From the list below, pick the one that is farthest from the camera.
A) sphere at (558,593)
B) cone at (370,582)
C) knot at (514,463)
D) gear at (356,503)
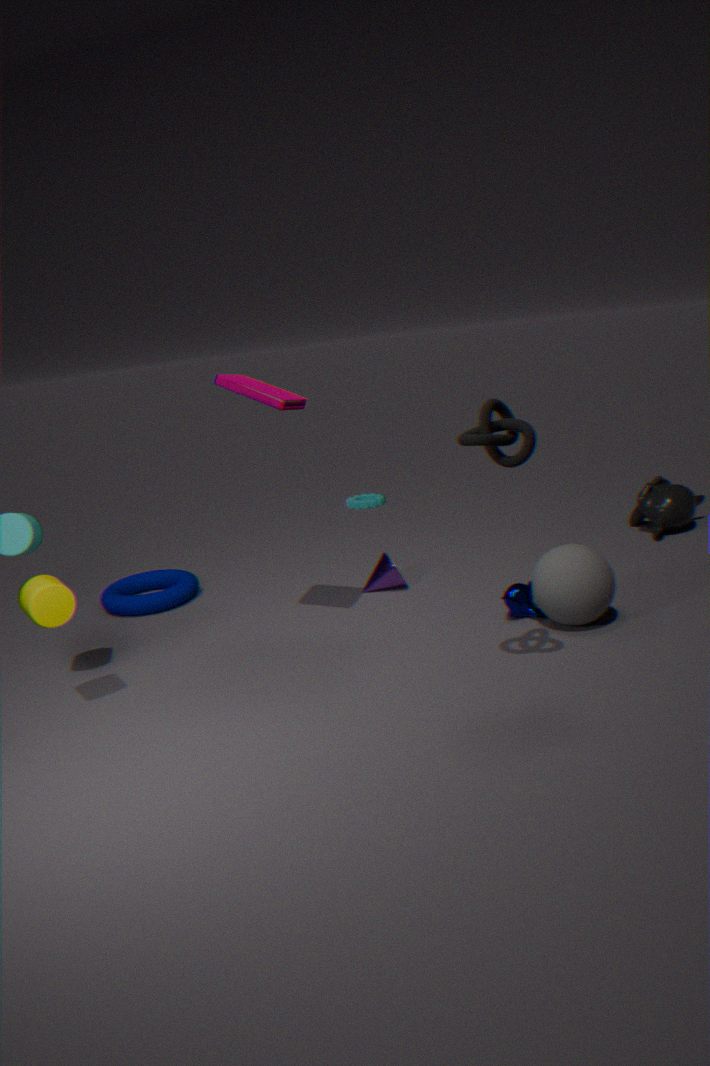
gear at (356,503)
